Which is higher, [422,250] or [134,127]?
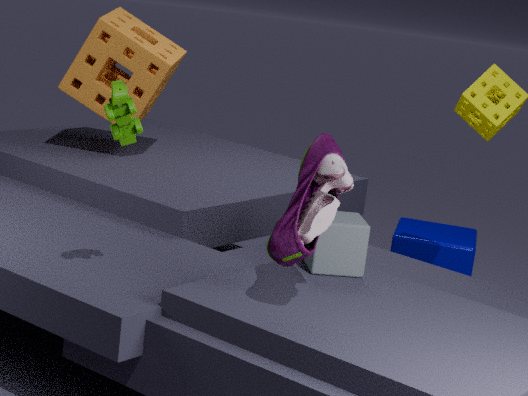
[134,127]
